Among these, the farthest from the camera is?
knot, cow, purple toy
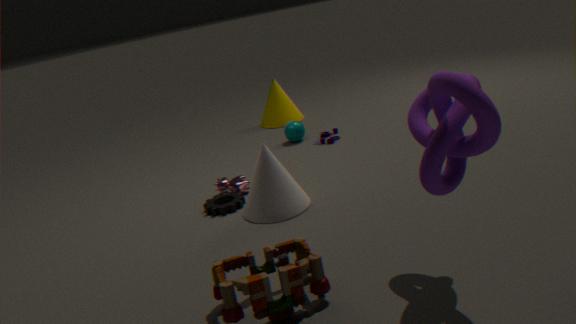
purple toy
